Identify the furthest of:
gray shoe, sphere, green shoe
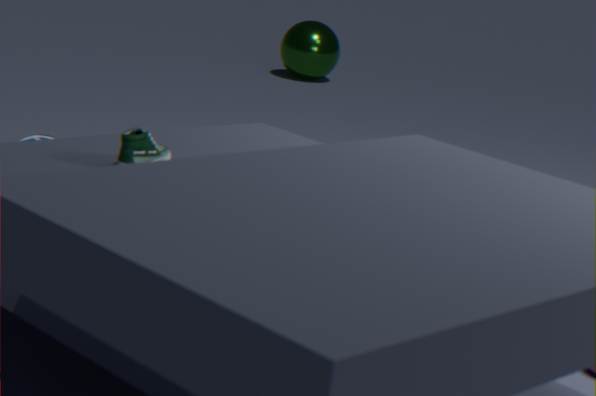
sphere
